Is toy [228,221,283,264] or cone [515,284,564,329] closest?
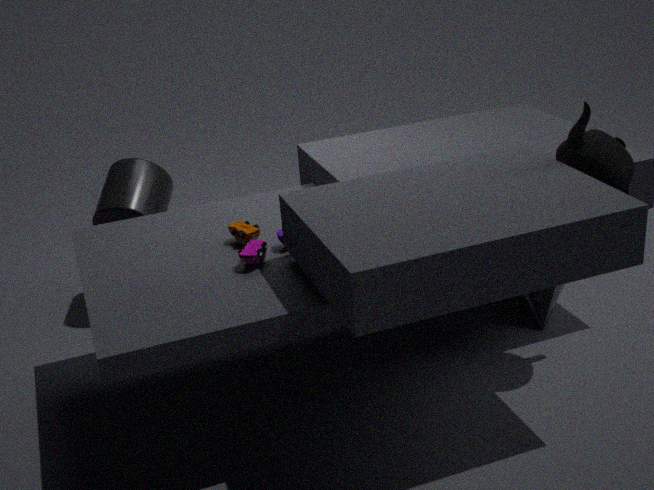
toy [228,221,283,264]
